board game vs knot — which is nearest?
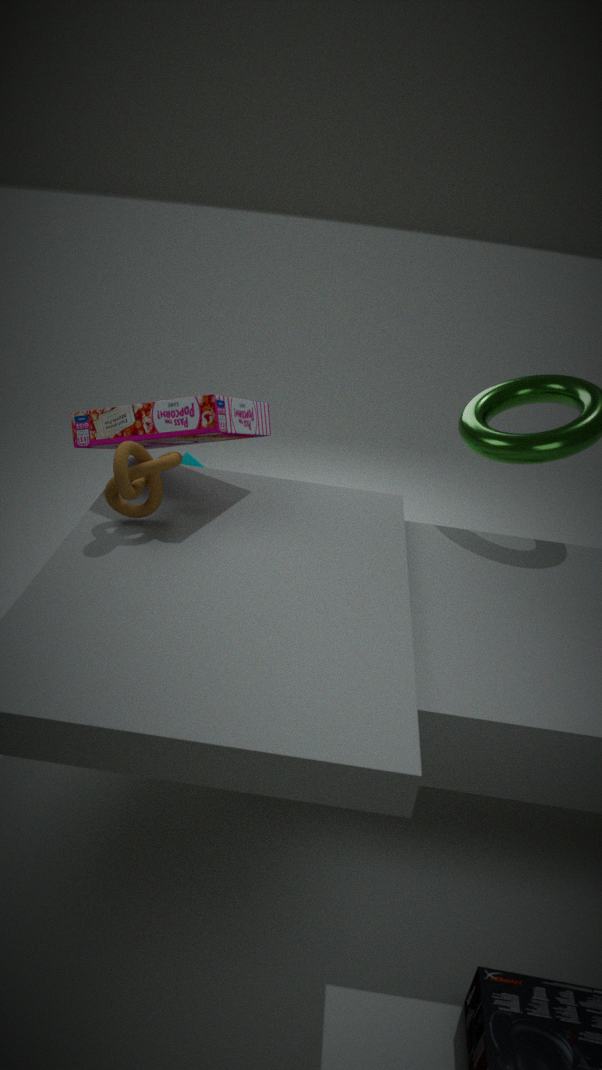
knot
